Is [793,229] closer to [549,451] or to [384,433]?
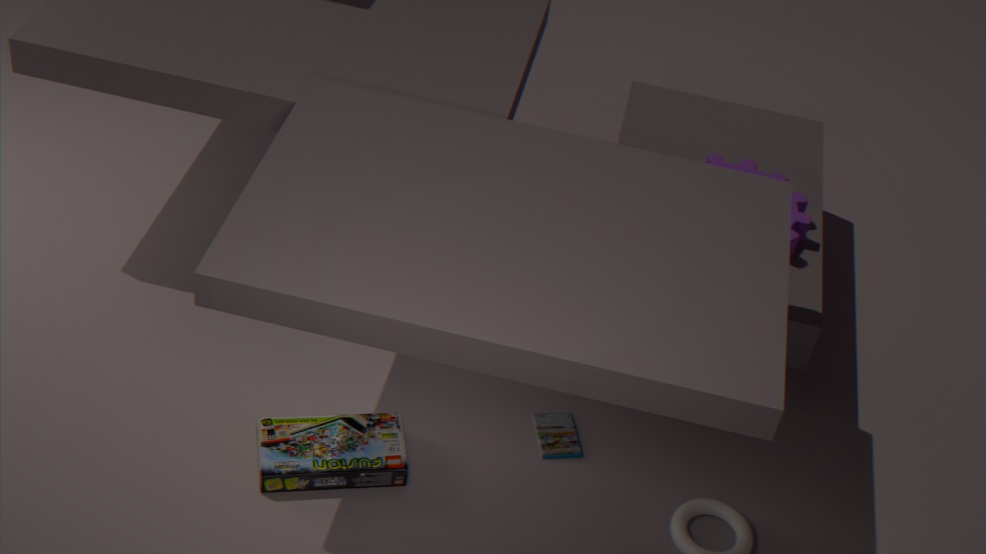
[549,451]
